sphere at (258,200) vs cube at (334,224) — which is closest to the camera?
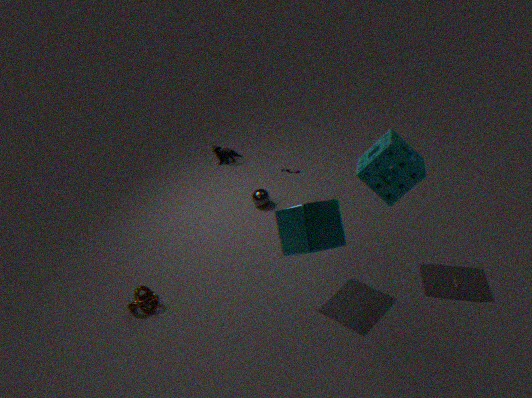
cube at (334,224)
